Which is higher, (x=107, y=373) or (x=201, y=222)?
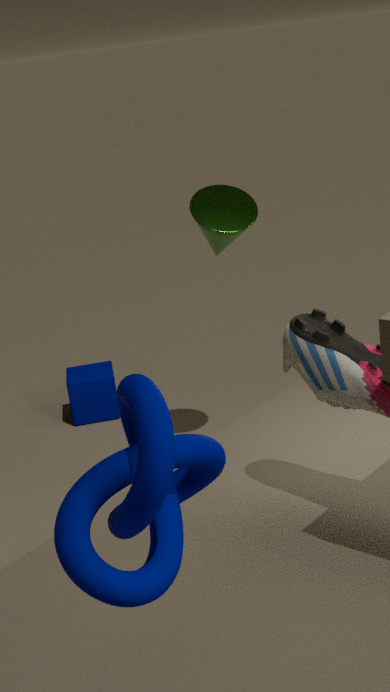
(x=201, y=222)
